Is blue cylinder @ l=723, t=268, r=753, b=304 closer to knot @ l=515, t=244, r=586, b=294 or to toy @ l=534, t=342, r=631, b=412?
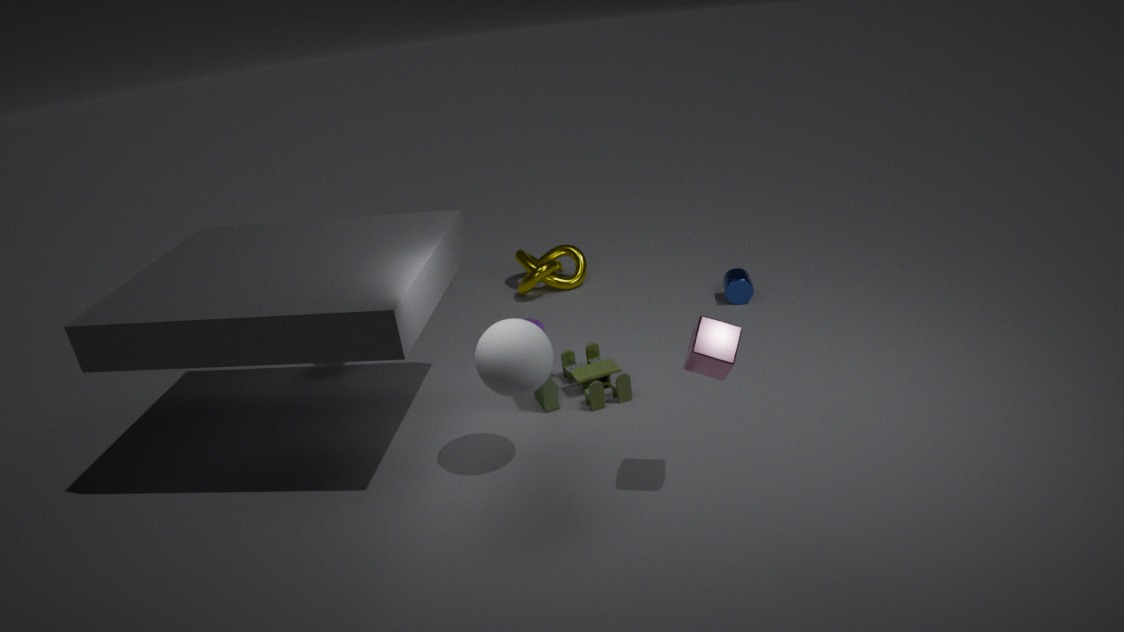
knot @ l=515, t=244, r=586, b=294
